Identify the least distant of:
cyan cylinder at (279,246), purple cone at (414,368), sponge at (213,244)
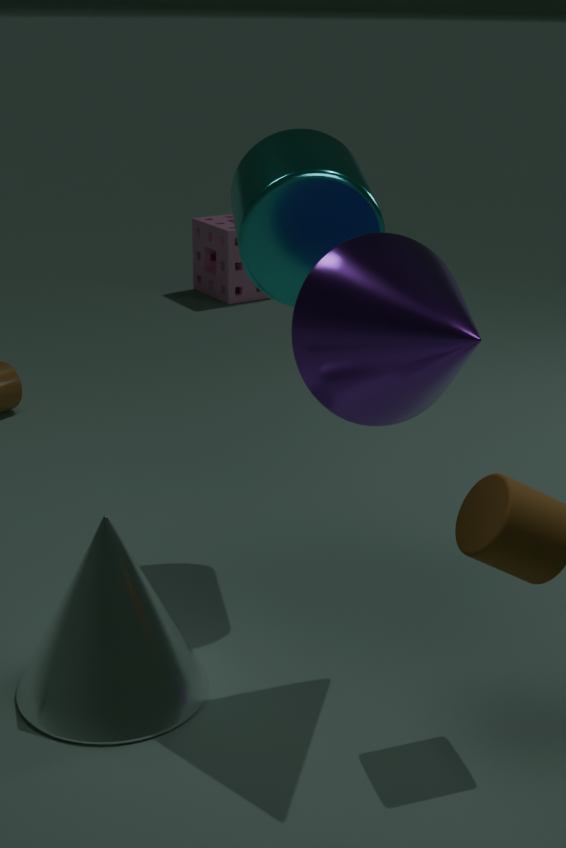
purple cone at (414,368)
